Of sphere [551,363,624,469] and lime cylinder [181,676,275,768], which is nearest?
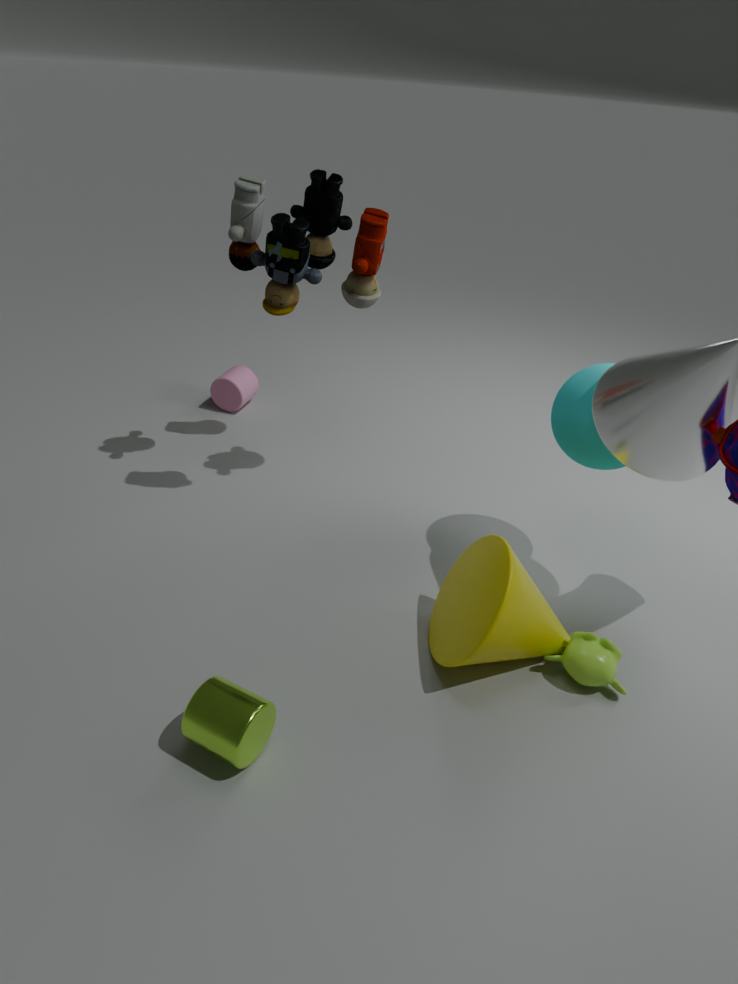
lime cylinder [181,676,275,768]
